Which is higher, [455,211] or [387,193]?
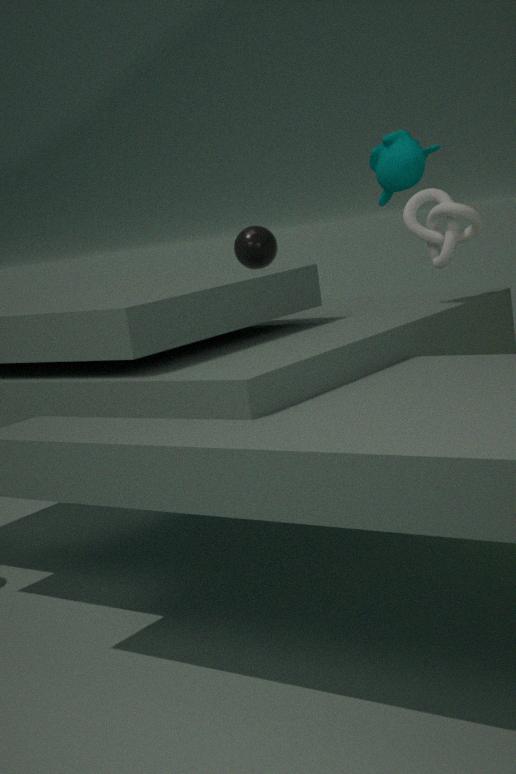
[387,193]
